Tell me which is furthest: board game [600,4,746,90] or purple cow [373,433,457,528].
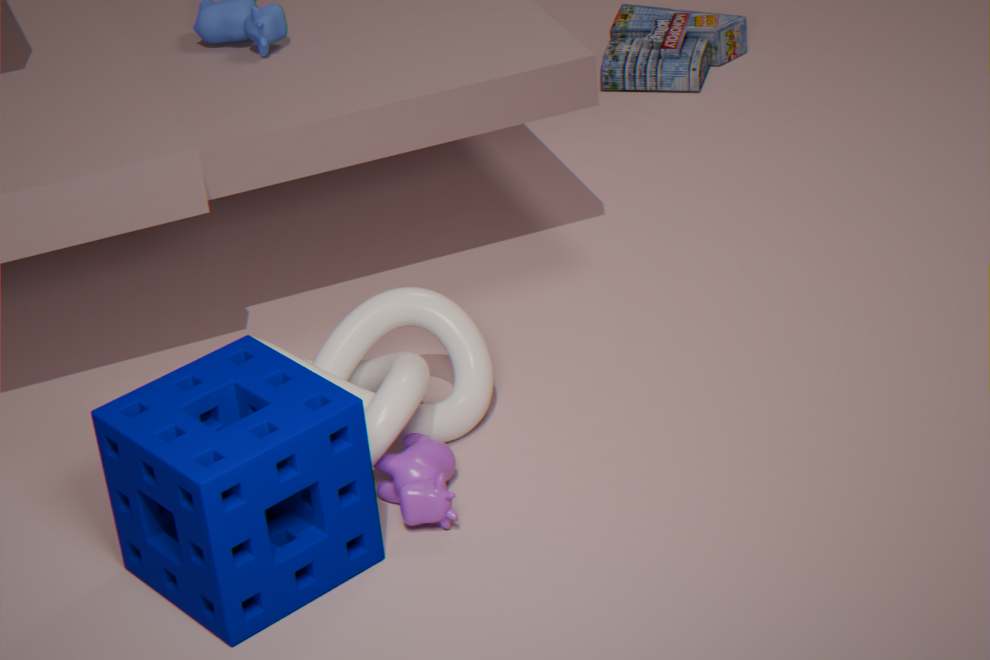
board game [600,4,746,90]
